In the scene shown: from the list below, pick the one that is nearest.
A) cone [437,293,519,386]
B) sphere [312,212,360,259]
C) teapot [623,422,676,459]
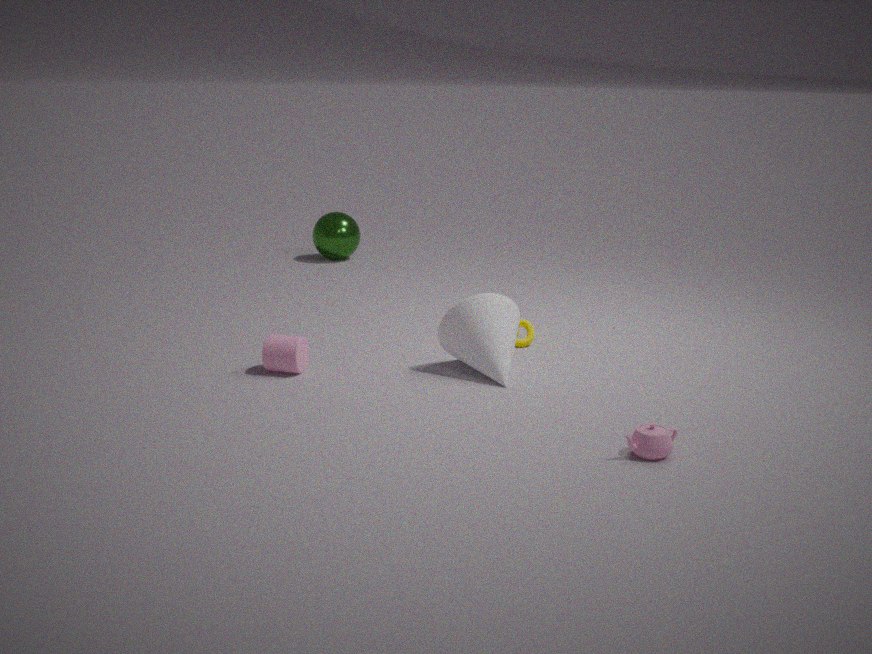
teapot [623,422,676,459]
